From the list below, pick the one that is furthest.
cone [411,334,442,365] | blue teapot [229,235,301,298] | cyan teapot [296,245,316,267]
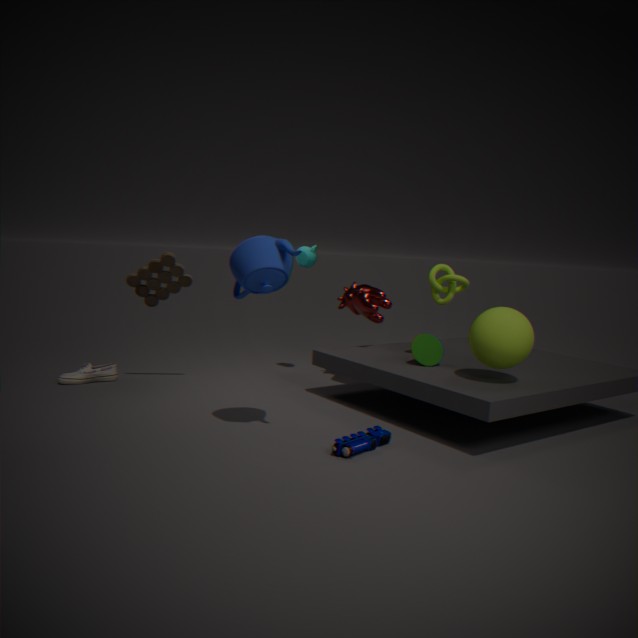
cyan teapot [296,245,316,267]
